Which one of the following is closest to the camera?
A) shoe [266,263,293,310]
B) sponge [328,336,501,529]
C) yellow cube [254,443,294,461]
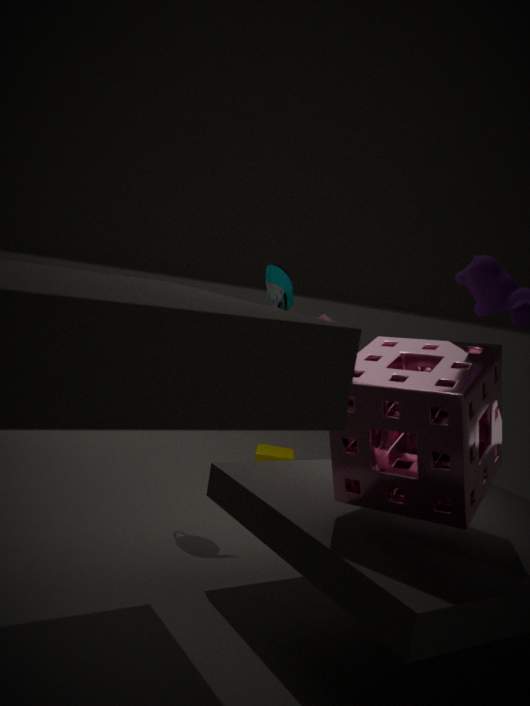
sponge [328,336,501,529]
